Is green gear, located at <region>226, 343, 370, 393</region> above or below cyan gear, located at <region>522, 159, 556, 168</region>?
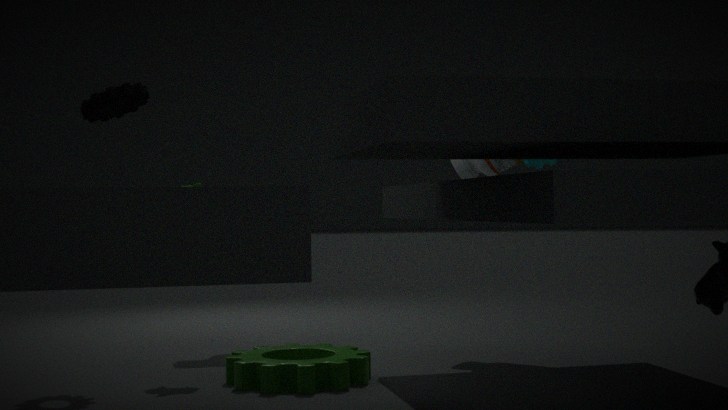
below
